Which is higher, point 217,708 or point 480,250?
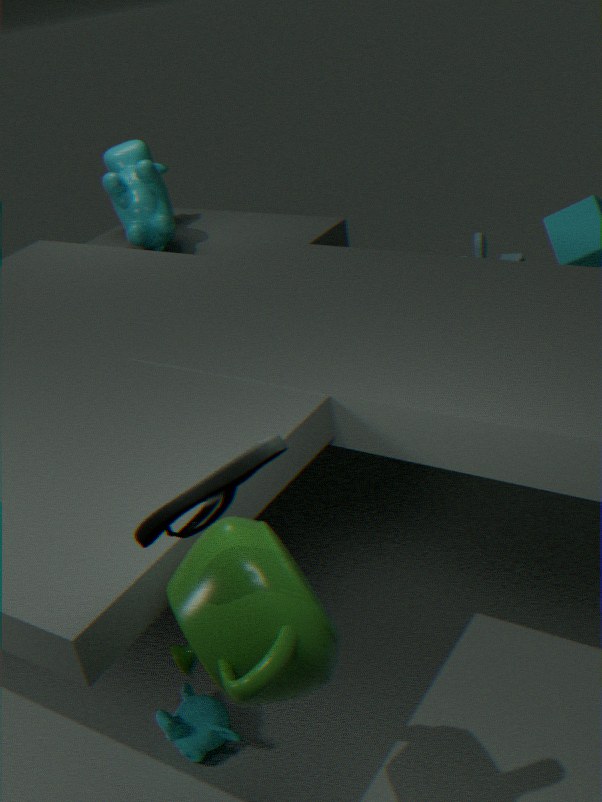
point 480,250
